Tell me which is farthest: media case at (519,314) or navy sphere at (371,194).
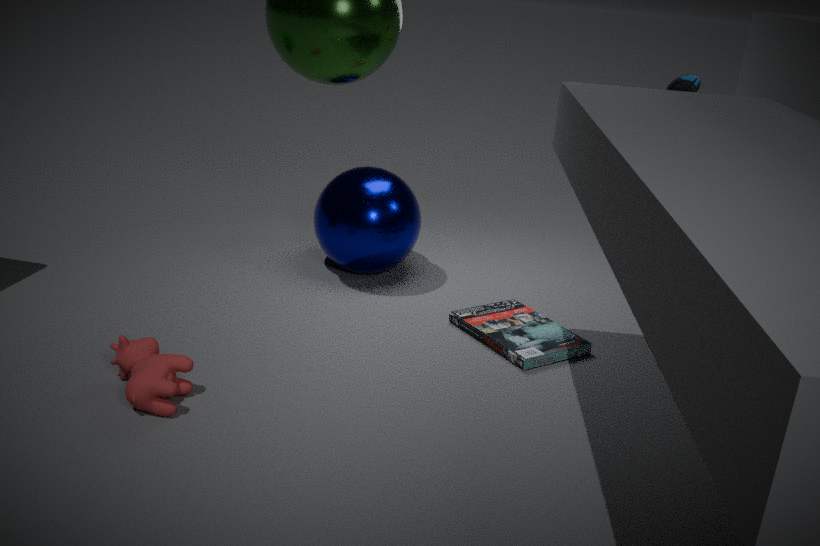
navy sphere at (371,194)
